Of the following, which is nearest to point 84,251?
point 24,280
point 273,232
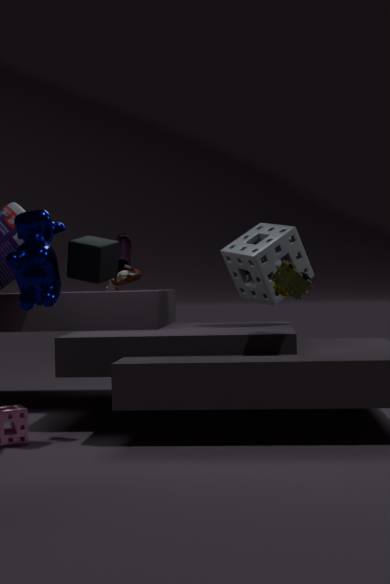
point 24,280
